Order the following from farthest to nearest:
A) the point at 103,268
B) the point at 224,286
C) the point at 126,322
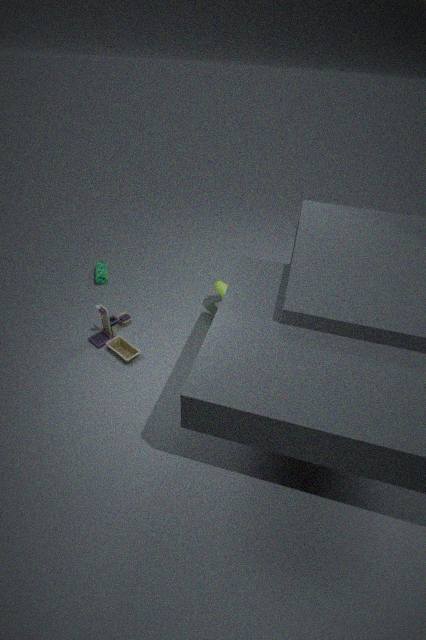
the point at 103,268 < the point at 224,286 < the point at 126,322
